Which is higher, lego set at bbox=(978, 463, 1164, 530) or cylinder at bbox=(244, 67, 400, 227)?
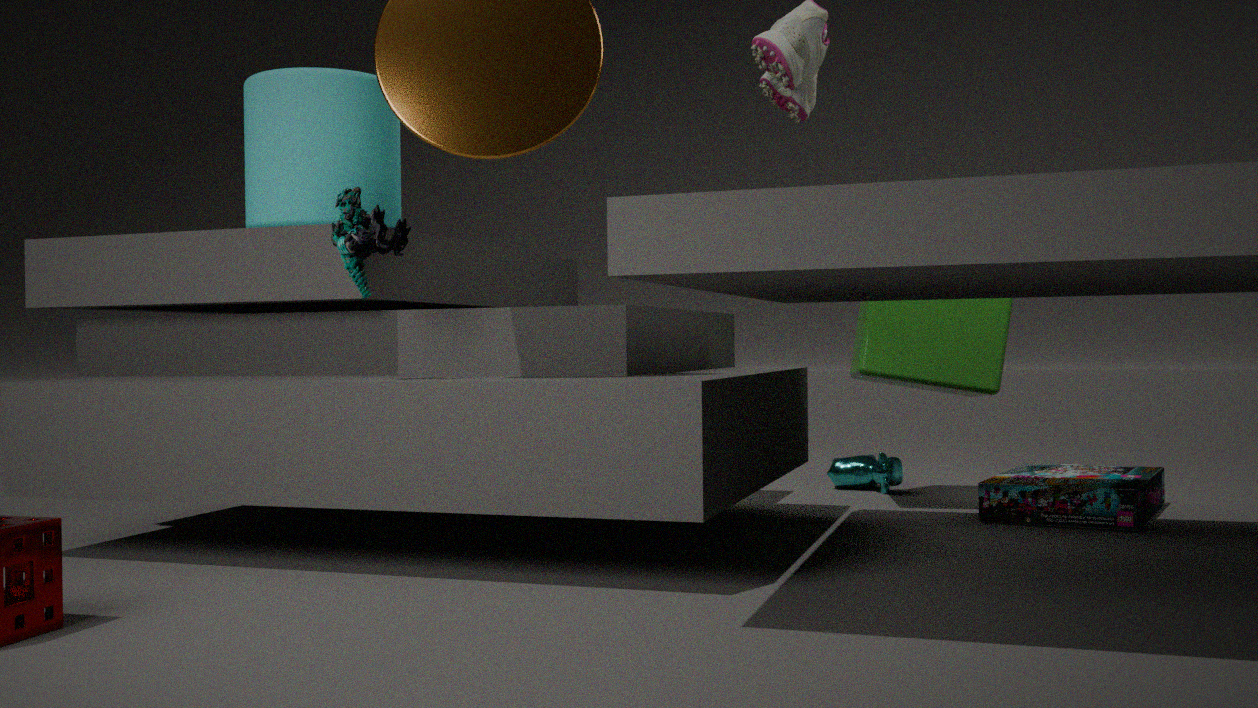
cylinder at bbox=(244, 67, 400, 227)
